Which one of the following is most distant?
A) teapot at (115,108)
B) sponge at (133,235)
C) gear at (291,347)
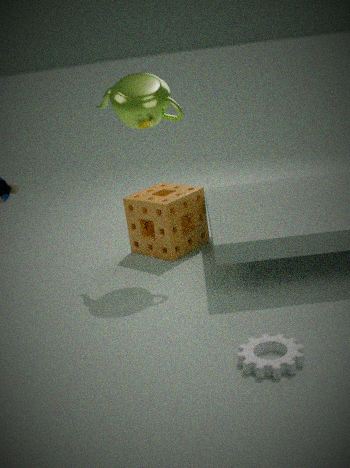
sponge at (133,235)
